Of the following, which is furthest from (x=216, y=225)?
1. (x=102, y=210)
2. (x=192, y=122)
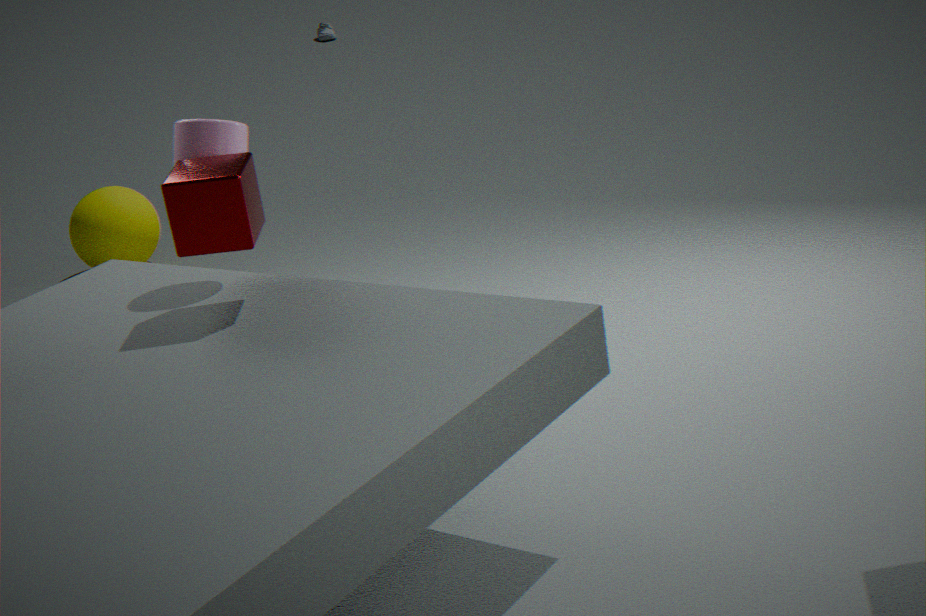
(x=102, y=210)
